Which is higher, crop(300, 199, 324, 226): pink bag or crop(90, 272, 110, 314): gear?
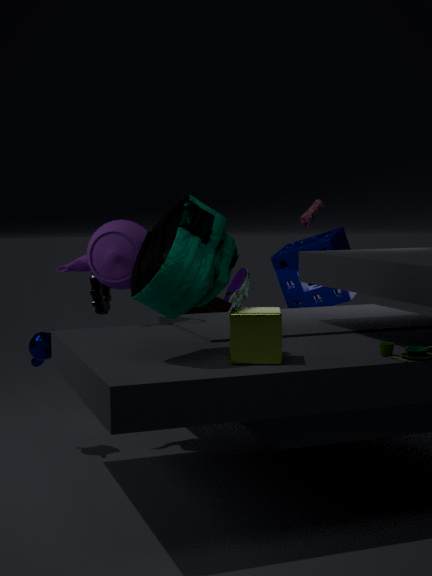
crop(300, 199, 324, 226): pink bag
